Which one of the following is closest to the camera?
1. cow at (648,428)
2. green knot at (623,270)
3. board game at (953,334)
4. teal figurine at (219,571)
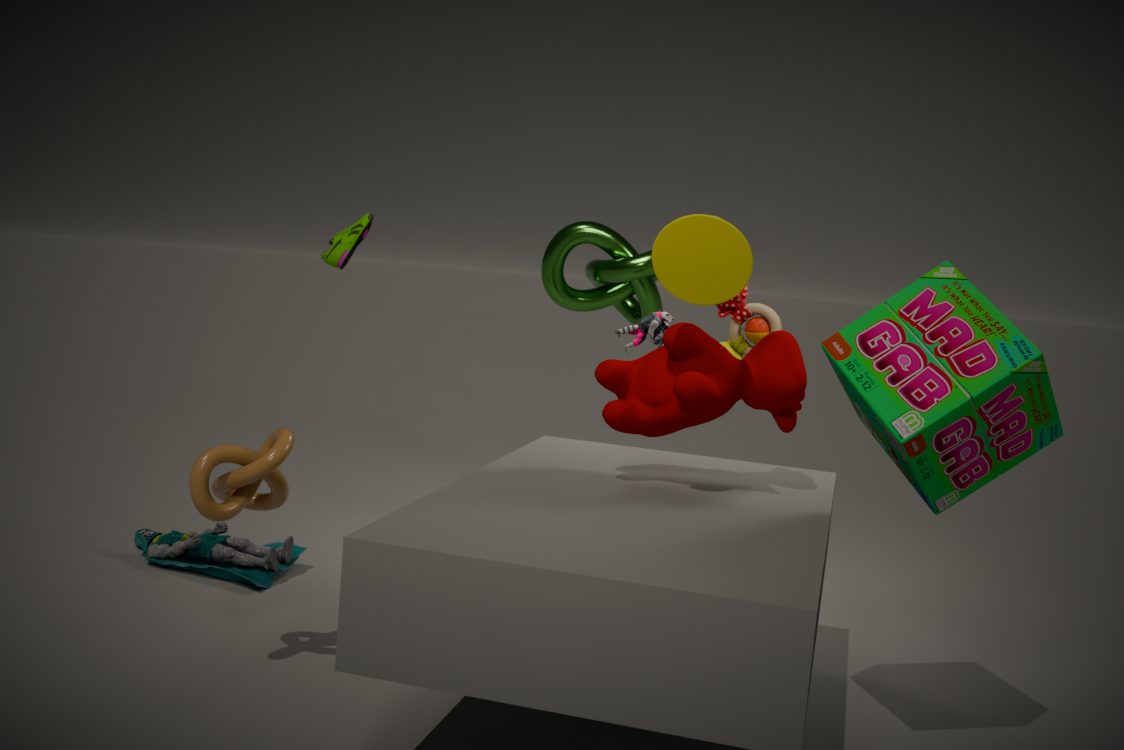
board game at (953,334)
